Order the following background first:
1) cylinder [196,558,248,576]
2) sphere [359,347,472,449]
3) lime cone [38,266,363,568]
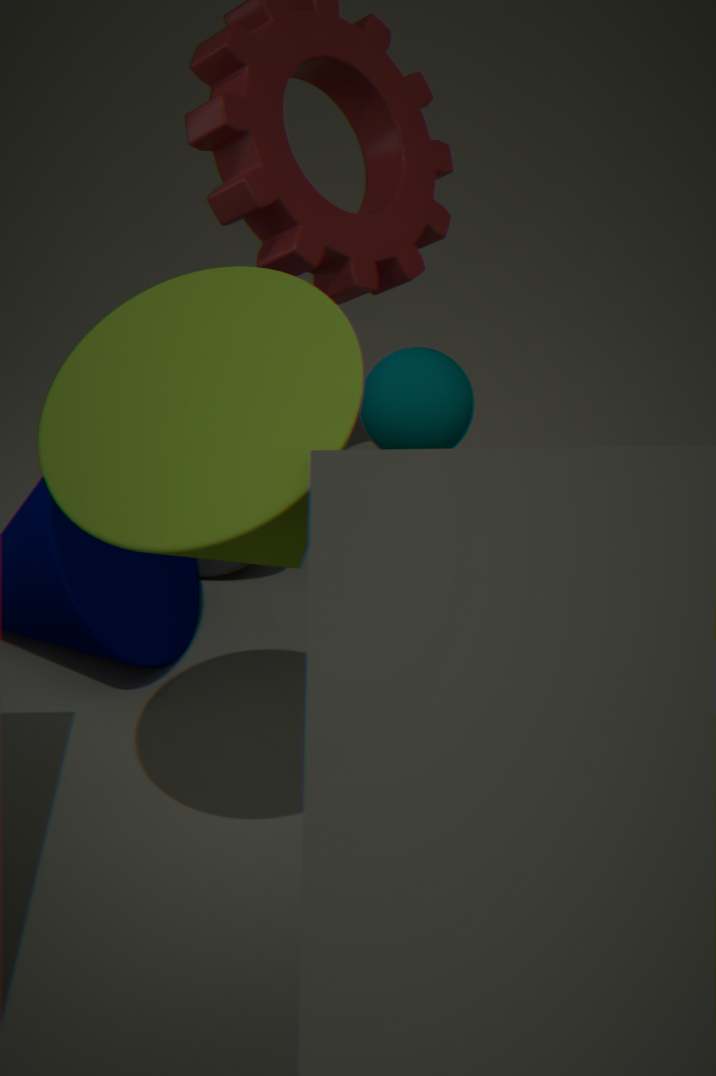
1. cylinder [196,558,248,576] → 2. sphere [359,347,472,449] → 3. lime cone [38,266,363,568]
